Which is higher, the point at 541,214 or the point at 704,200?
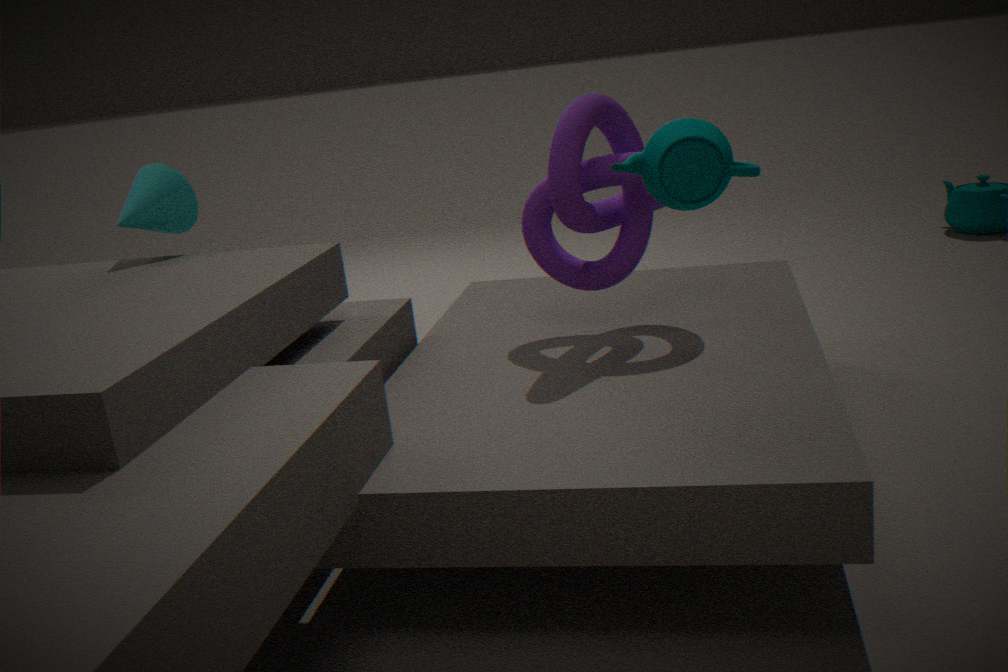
the point at 704,200
